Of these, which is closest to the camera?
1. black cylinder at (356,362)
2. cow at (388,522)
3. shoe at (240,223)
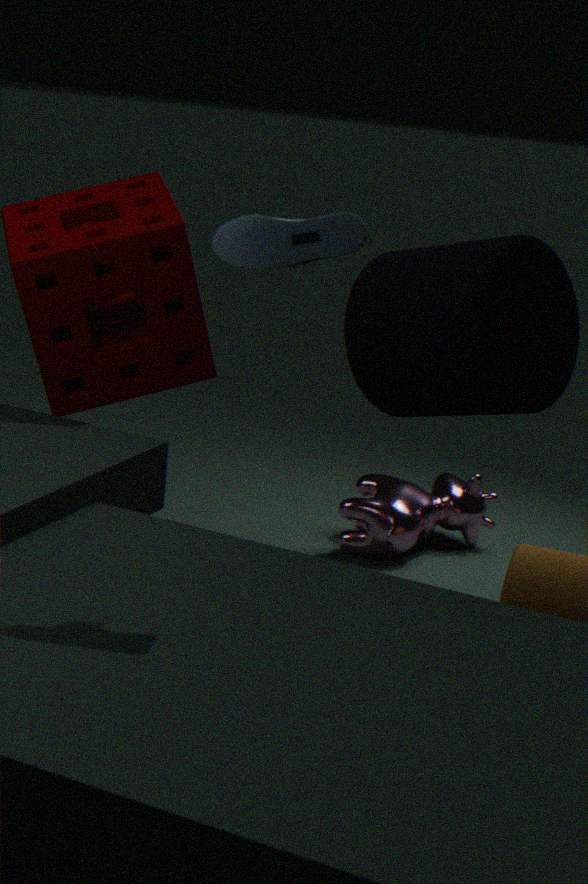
shoe at (240,223)
